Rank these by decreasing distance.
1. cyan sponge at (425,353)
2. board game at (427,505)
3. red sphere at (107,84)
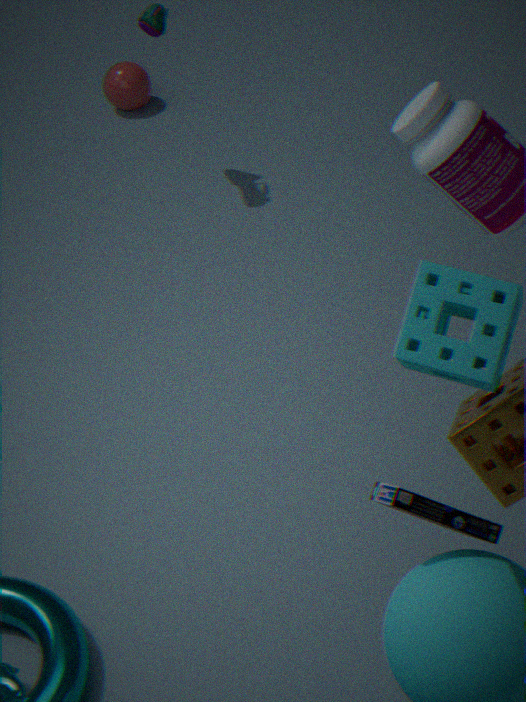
red sphere at (107,84), board game at (427,505), cyan sponge at (425,353)
